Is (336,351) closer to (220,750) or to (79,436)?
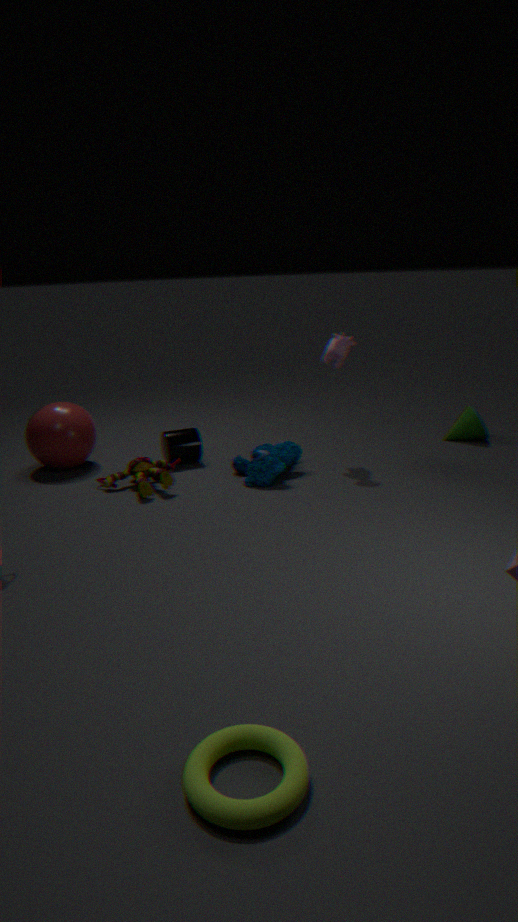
(79,436)
